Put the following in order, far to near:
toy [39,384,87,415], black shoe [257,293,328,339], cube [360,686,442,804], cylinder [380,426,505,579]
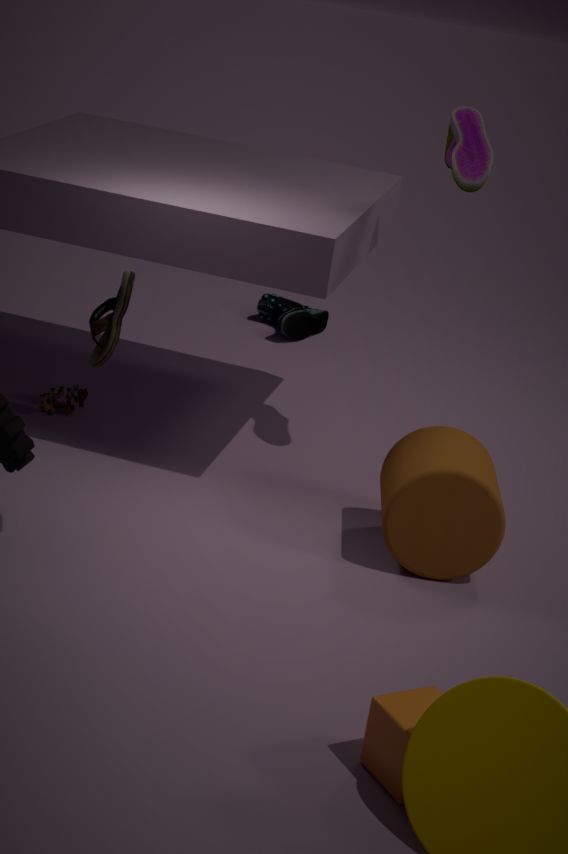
black shoe [257,293,328,339]
toy [39,384,87,415]
cylinder [380,426,505,579]
cube [360,686,442,804]
